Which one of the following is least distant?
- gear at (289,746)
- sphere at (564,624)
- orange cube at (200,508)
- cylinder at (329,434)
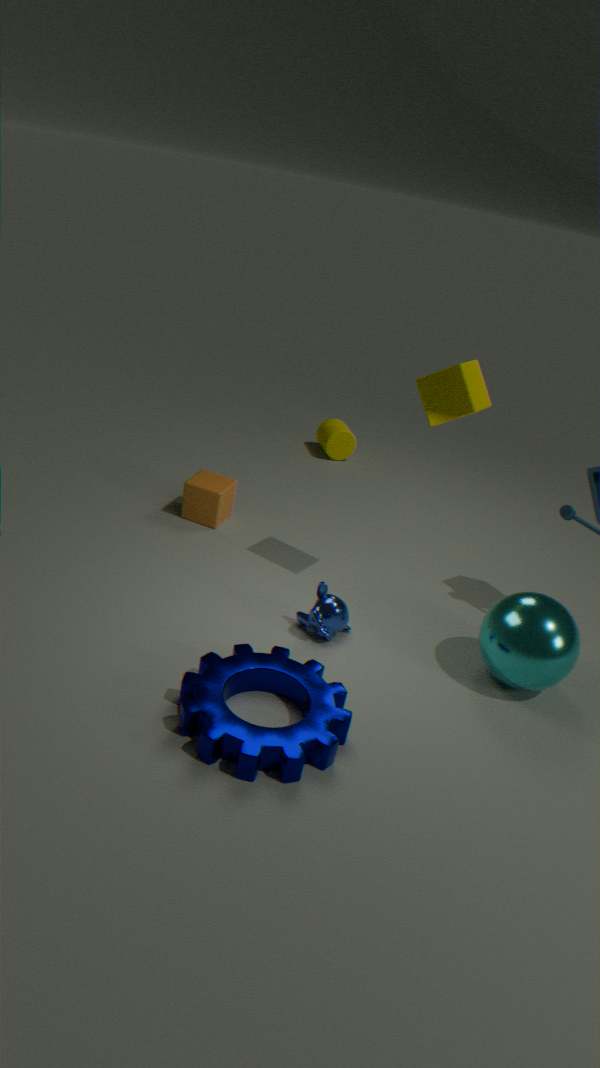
gear at (289,746)
